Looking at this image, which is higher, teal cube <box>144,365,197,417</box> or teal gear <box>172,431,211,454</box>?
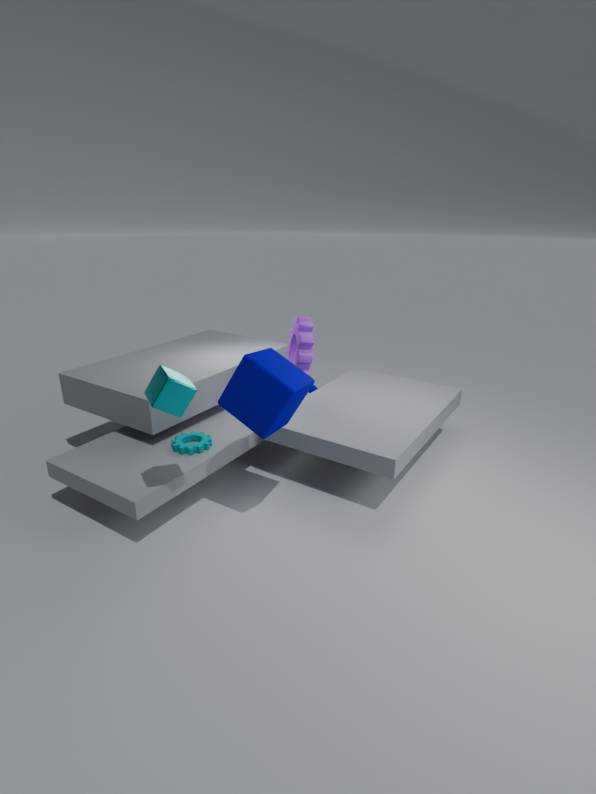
teal cube <box>144,365,197,417</box>
